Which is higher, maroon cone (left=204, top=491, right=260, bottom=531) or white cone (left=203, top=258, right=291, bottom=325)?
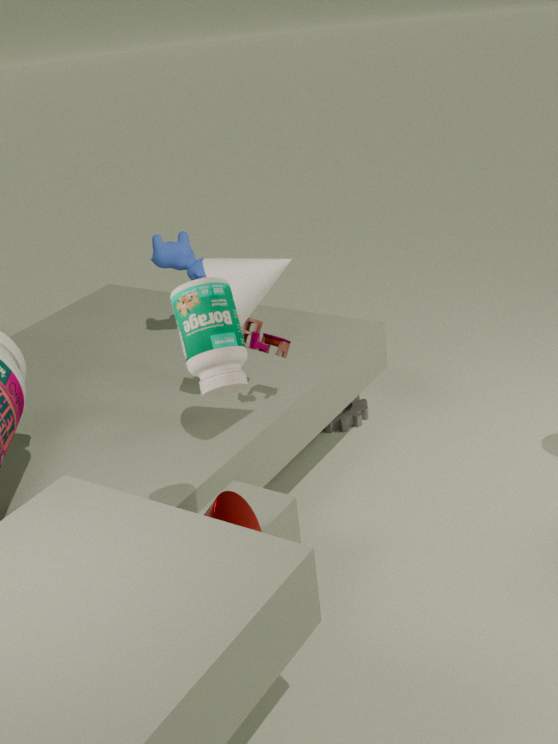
white cone (left=203, top=258, right=291, bottom=325)
